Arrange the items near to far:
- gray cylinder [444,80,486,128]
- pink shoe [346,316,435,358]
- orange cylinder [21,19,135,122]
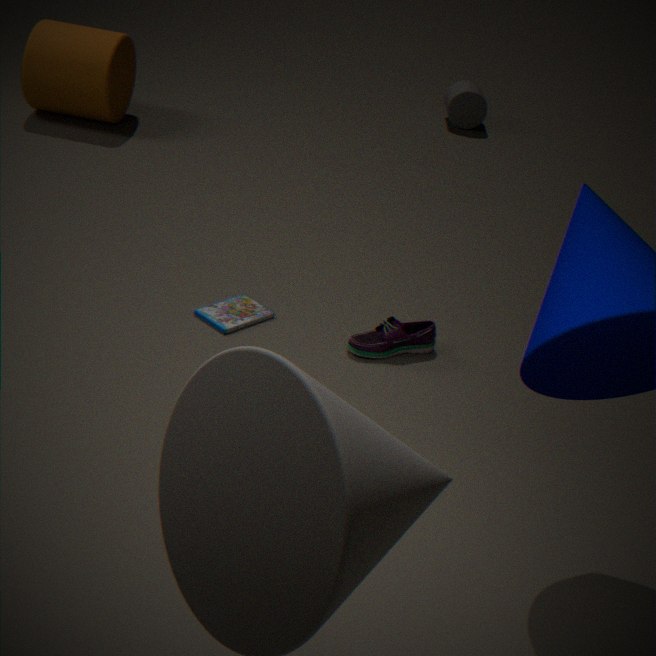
pink shoe [346,316,435,358] < orange cylinder [21,19,135,122] < gray cylinder [444,80,486,128]
